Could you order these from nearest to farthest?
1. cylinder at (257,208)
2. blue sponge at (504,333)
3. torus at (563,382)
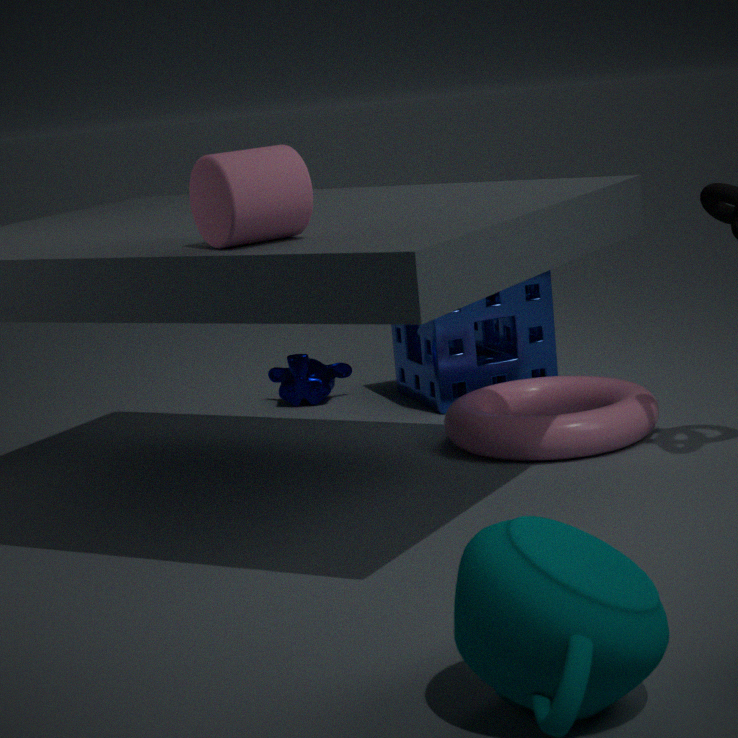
1. cylinder at (257,208)
2. torus at (563,382)
3. blue sponge at (504,333)
